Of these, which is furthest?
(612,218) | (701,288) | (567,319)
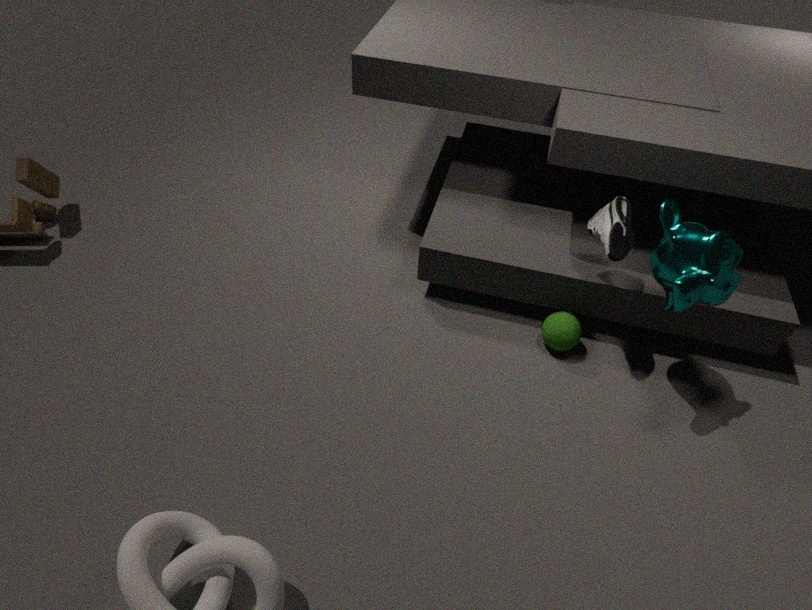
(567,319)
